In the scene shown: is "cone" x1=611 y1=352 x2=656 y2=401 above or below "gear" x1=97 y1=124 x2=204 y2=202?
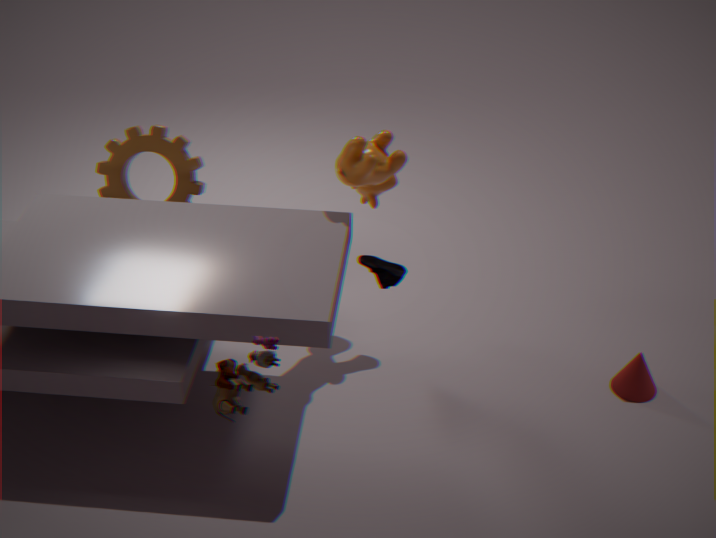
below
